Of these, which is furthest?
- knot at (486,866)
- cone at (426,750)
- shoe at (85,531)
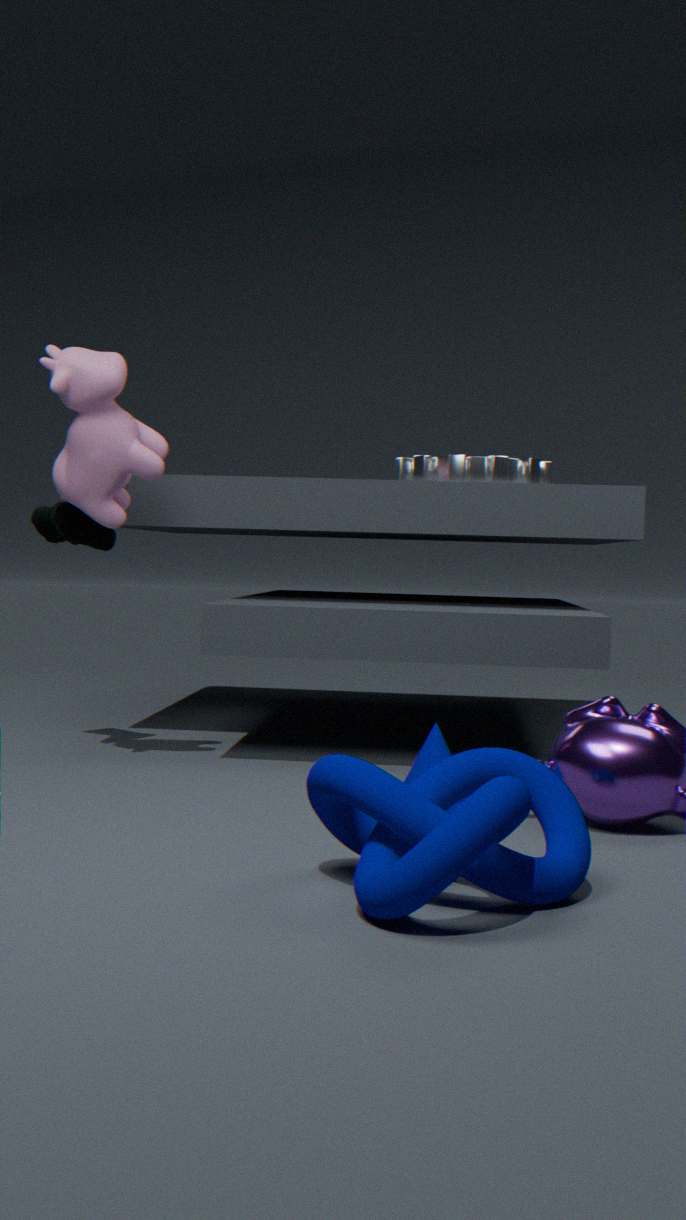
shoe at (85,531)
